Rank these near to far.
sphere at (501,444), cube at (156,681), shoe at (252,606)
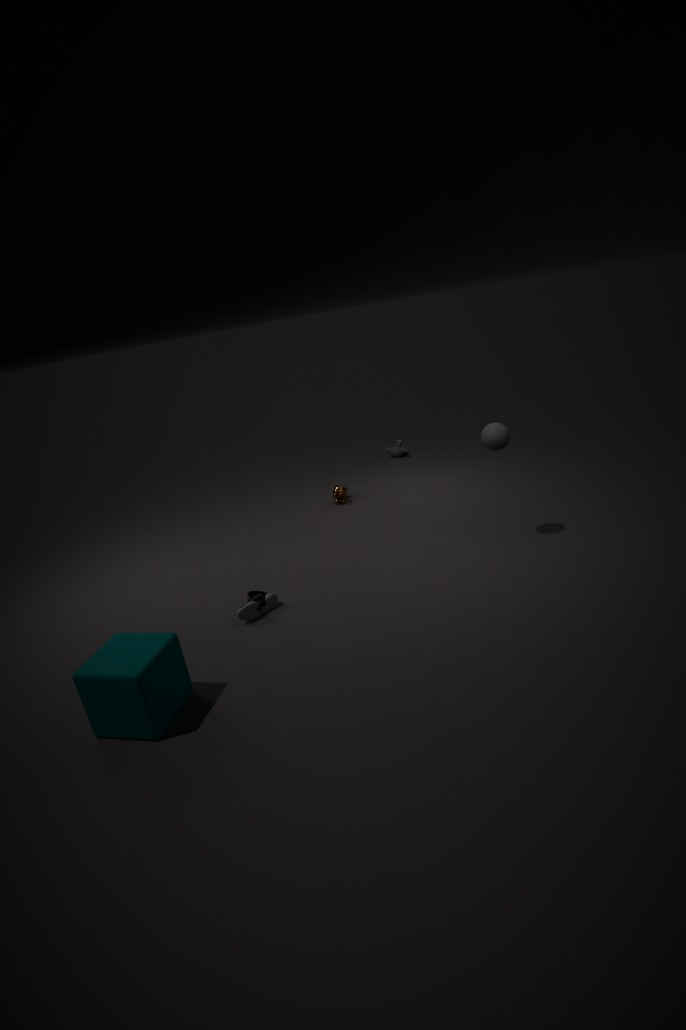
cube at (156,681) < shoe at (252,606) < sphere at (501,444)
